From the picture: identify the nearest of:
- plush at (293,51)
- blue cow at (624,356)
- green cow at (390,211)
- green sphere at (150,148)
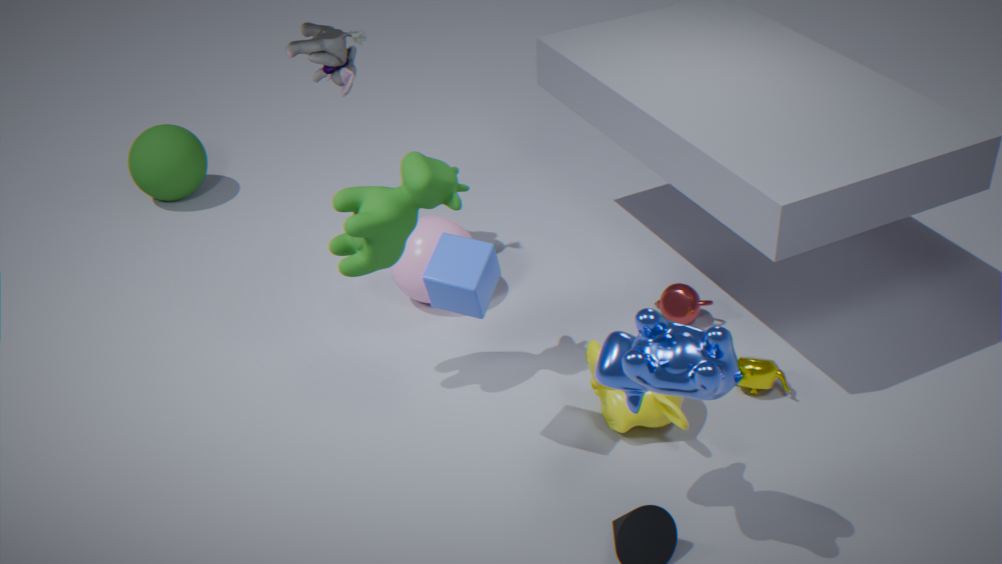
blue cow at (624,356)
